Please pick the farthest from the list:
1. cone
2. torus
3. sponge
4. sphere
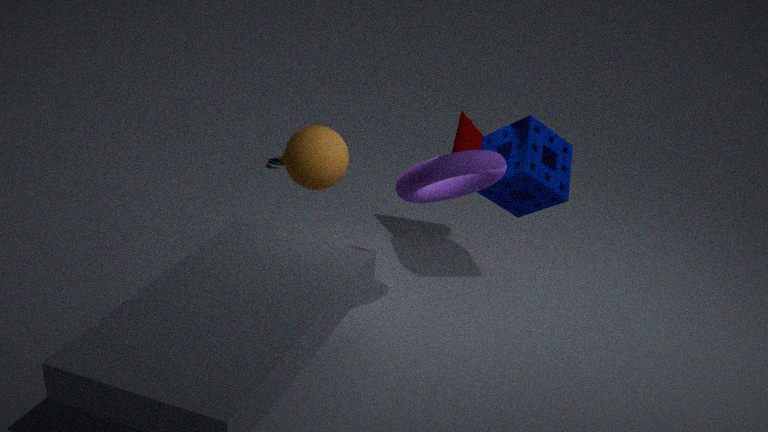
cone
